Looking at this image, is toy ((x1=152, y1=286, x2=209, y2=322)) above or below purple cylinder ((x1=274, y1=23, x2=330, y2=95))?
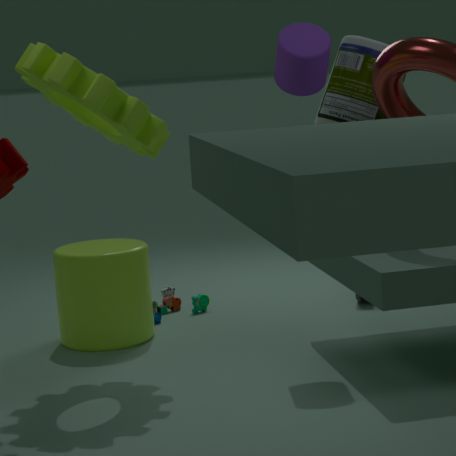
below
